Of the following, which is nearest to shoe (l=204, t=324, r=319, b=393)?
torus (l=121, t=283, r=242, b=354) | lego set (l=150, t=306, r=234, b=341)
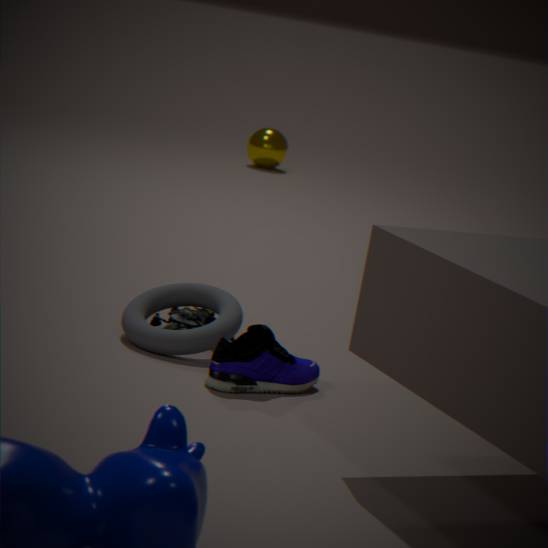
torus (l=121, t=283, r=242, b=354)
